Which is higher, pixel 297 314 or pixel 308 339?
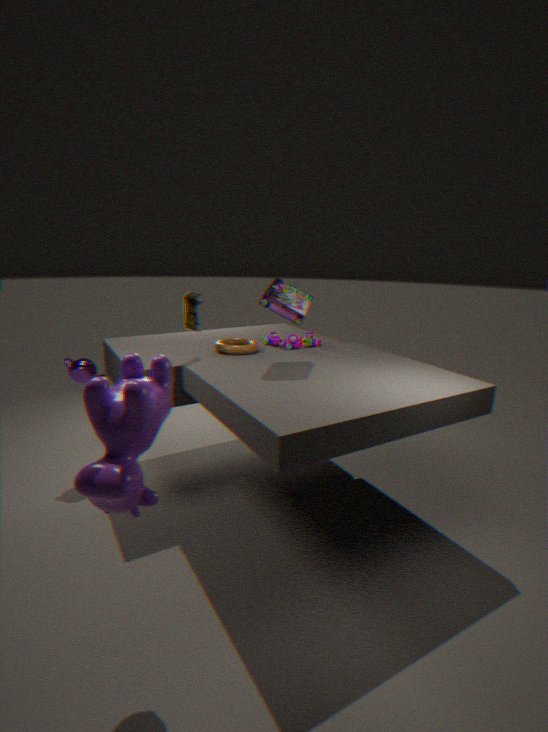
pixel 297 314
